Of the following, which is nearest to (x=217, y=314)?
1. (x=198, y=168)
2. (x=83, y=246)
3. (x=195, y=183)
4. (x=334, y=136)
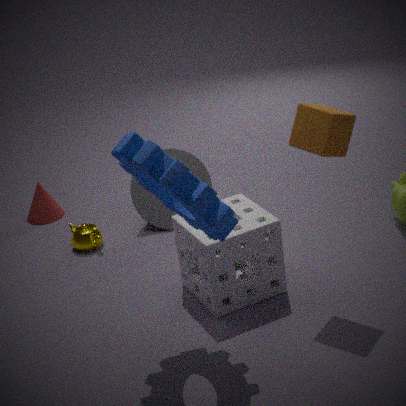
(x=195, y=183)
